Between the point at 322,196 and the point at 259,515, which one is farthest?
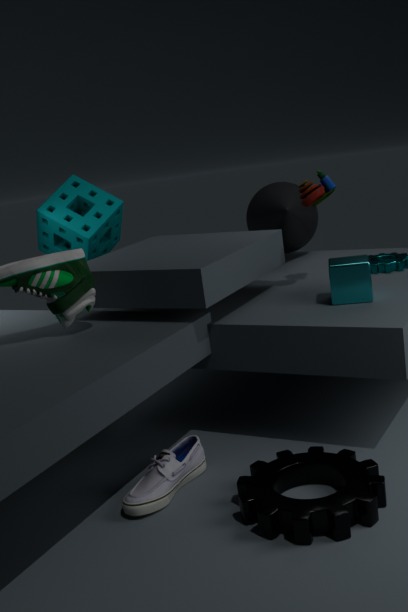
the point at 322,196
